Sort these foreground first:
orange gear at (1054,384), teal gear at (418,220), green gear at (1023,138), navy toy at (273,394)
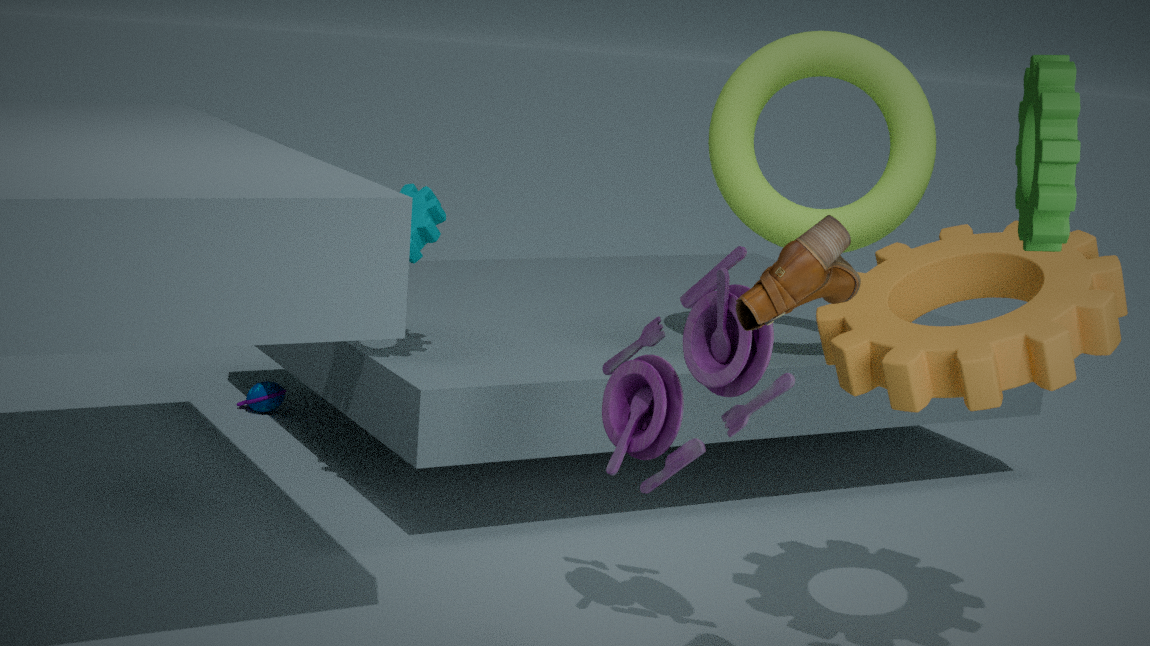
green gear at (1023,138) < orange gear at (1054,384) < teal gear at (418,220) < navy toy at (273,394)
